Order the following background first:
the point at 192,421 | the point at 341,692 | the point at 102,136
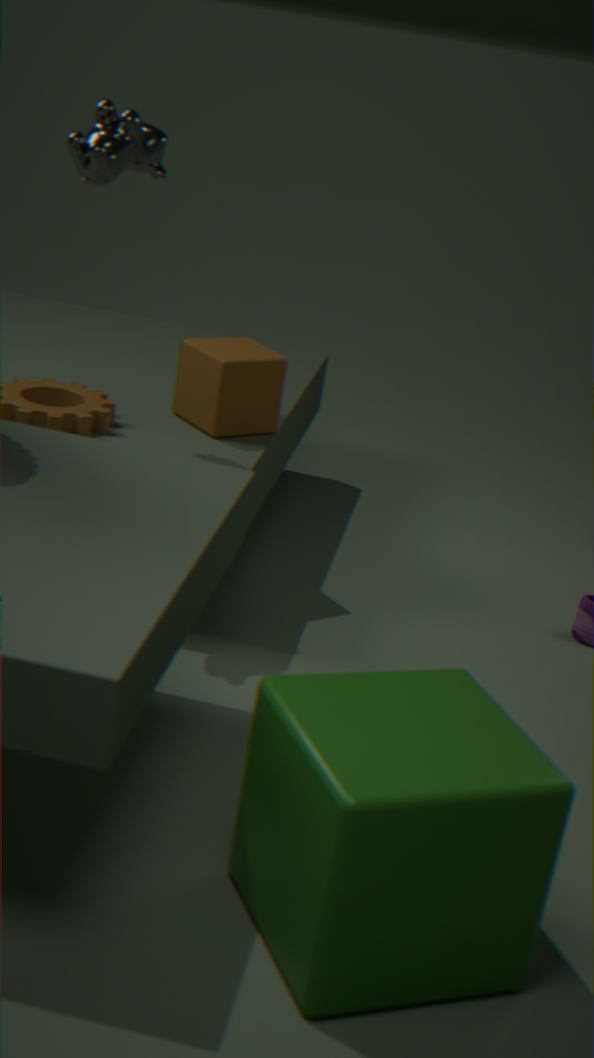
the point at 192,421, the point at 102,136, the point at 341,692
